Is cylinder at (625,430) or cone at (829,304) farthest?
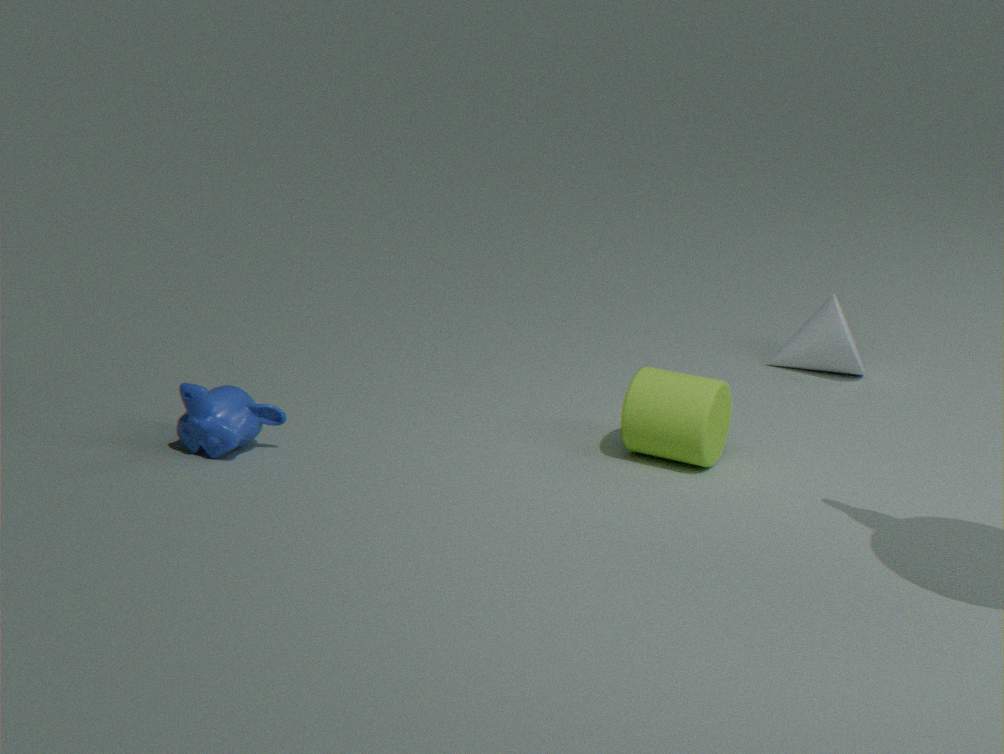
cone at (829,304)
